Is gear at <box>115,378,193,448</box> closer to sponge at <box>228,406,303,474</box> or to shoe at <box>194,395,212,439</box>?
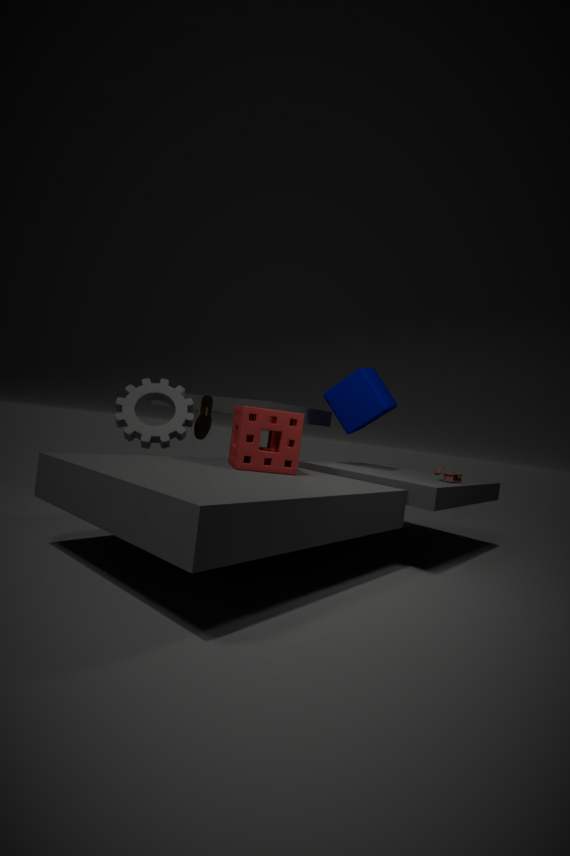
shoe at <box>194,395,212,439</box>
